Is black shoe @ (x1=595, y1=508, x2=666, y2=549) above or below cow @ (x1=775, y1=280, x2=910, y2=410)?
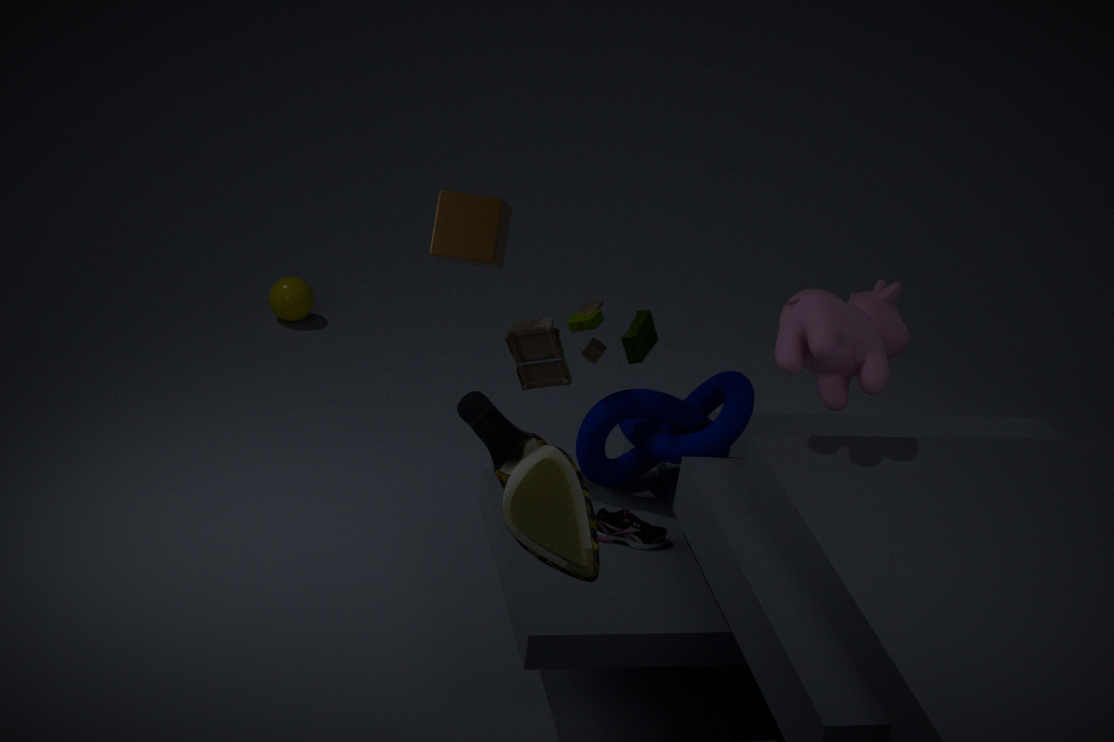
below
